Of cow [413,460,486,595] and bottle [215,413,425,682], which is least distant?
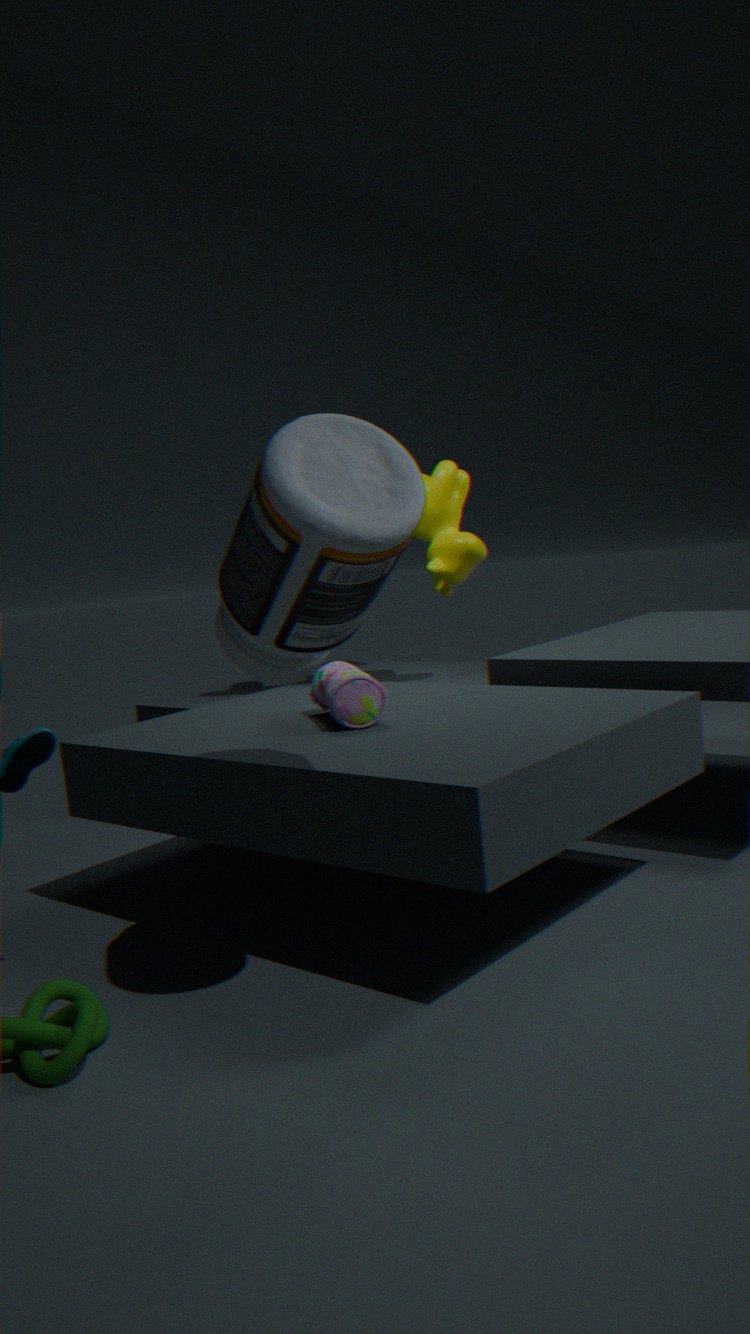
bottle [215,413,425,682]
